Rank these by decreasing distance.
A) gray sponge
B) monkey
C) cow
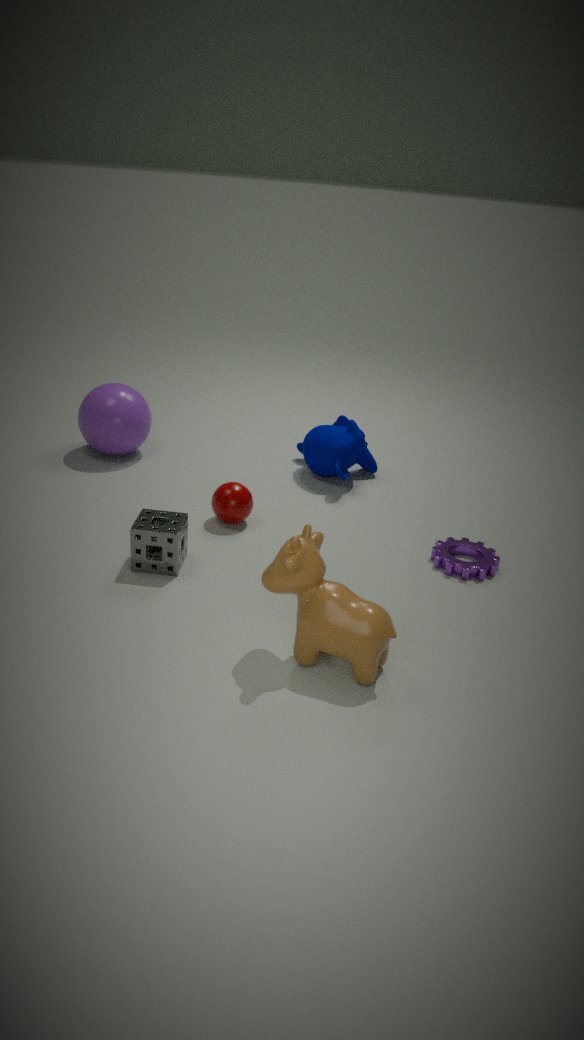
monkey, gray sponge, cow
